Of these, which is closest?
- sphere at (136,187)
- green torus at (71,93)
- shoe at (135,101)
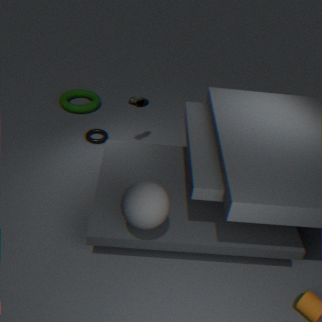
sphere at (136,187)
